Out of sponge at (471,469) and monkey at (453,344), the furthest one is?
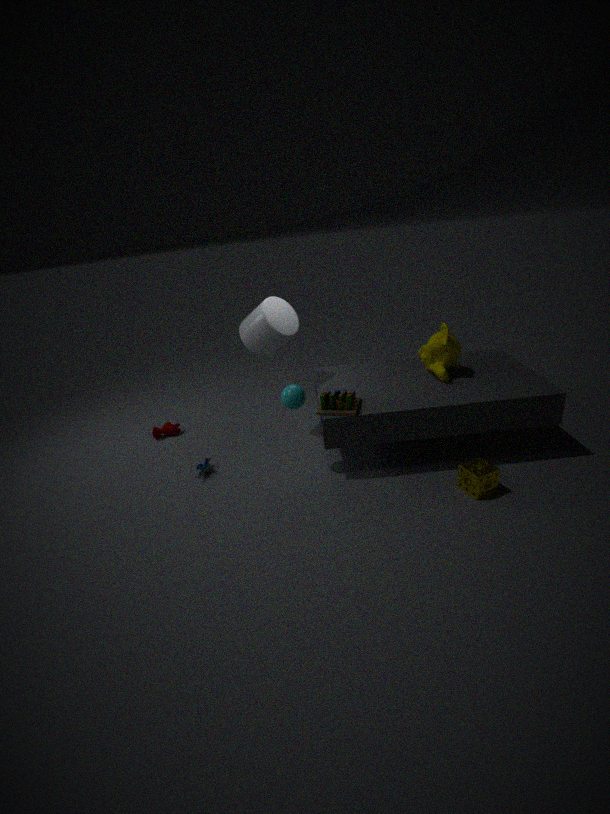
monkey at (453,344)
